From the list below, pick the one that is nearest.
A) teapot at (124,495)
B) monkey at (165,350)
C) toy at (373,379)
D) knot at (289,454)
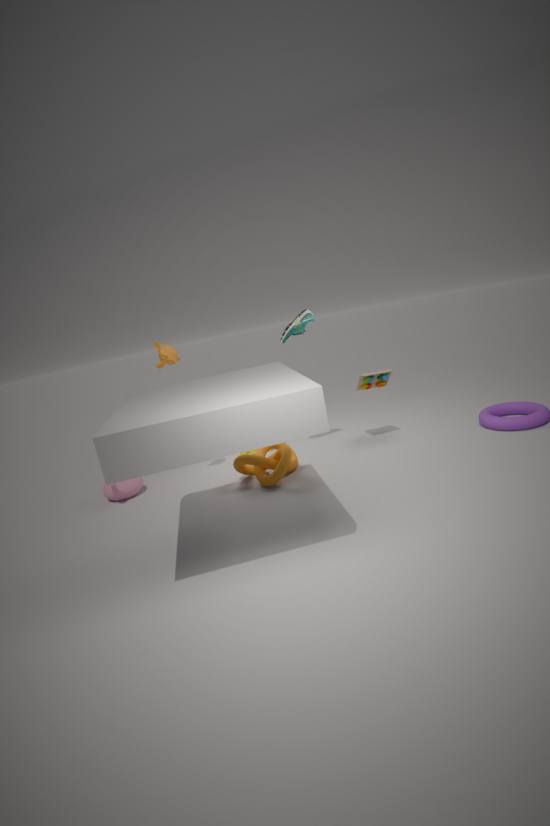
knot at (289,454)
